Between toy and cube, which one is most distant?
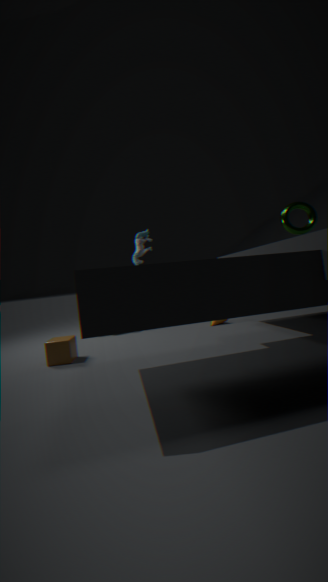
toy
